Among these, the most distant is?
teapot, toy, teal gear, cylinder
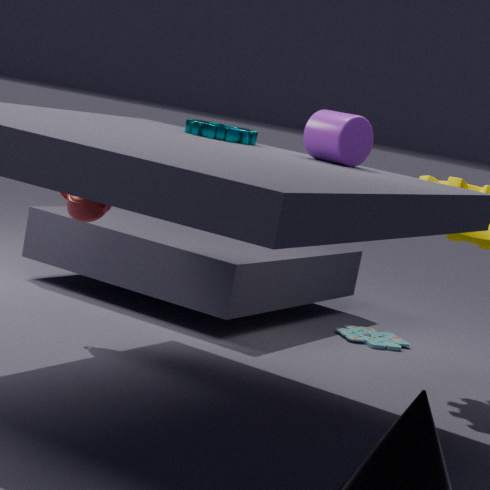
toy
